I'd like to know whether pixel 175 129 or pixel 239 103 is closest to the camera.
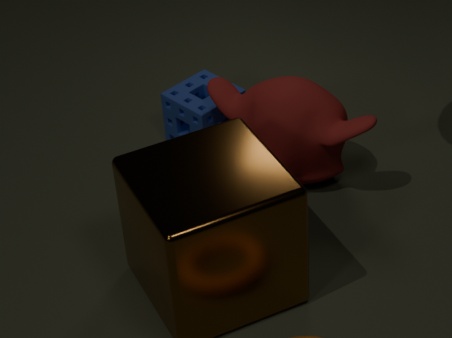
pixel 239 103
